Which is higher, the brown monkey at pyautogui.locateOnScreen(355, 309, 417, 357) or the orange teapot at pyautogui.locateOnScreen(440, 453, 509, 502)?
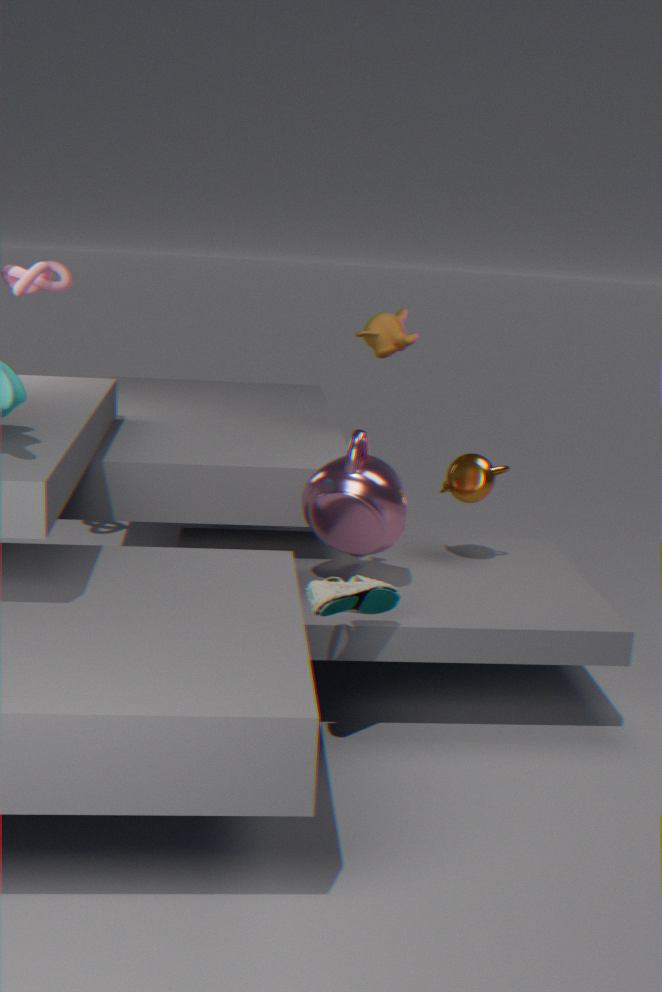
the brown monkey at pyautogui.locateOnScreen(355, 309, 417, 357)
